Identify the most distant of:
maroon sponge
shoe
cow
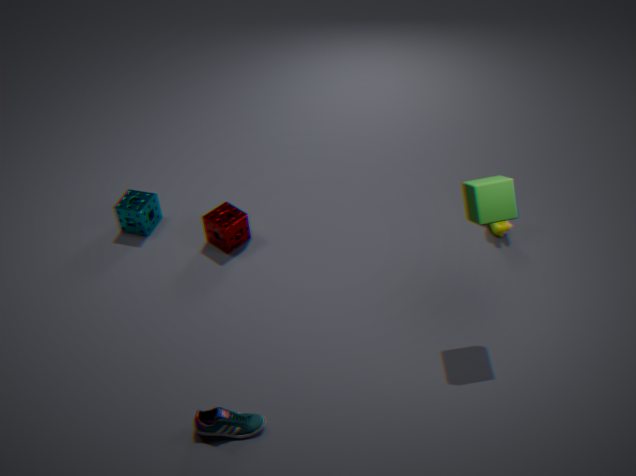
maroon sponge
